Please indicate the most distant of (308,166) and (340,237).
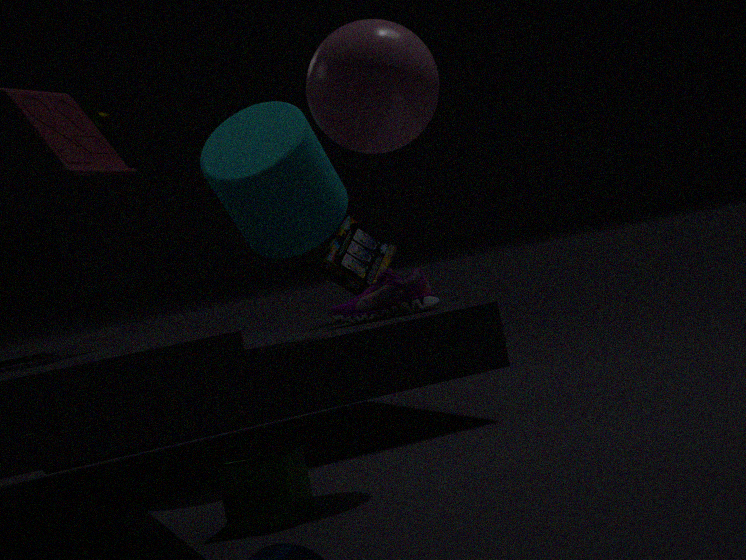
(340,237)
